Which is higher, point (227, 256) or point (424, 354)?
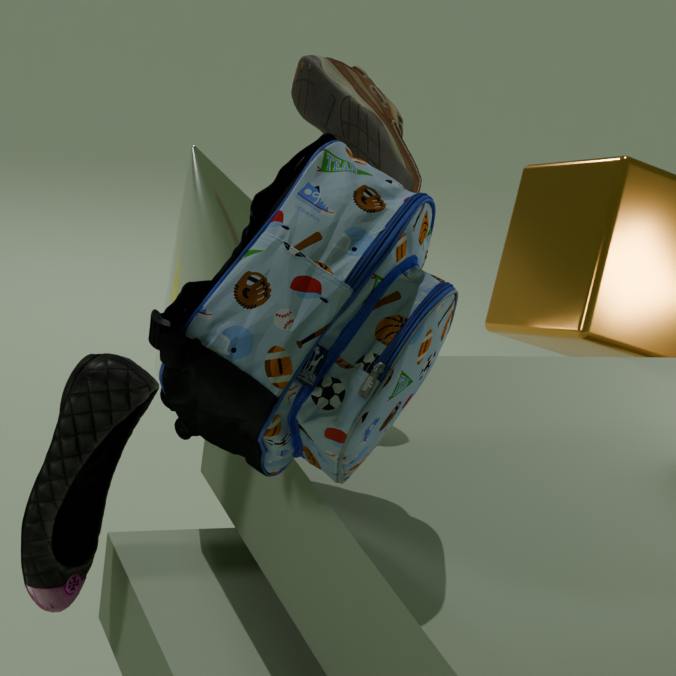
point (424, 354)
